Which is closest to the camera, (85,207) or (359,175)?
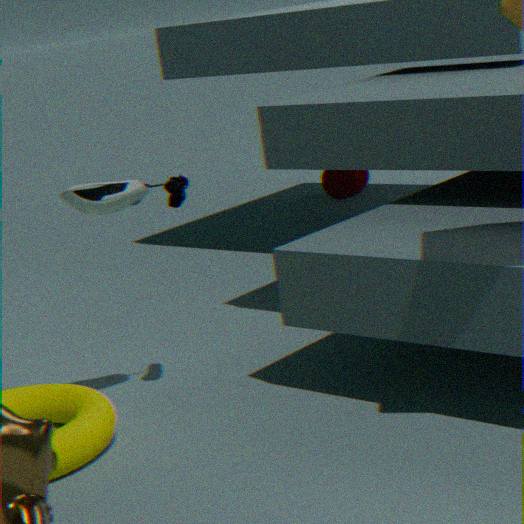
(85,207)
